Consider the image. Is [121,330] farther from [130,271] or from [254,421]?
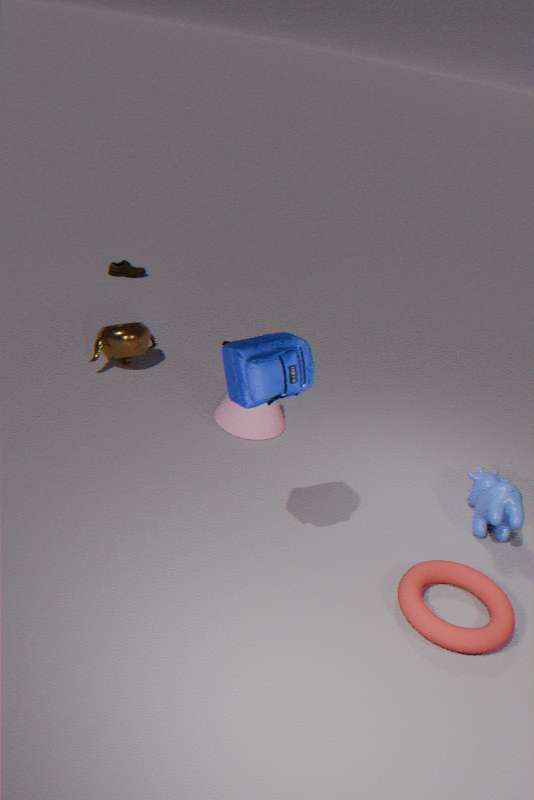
[130,271]
